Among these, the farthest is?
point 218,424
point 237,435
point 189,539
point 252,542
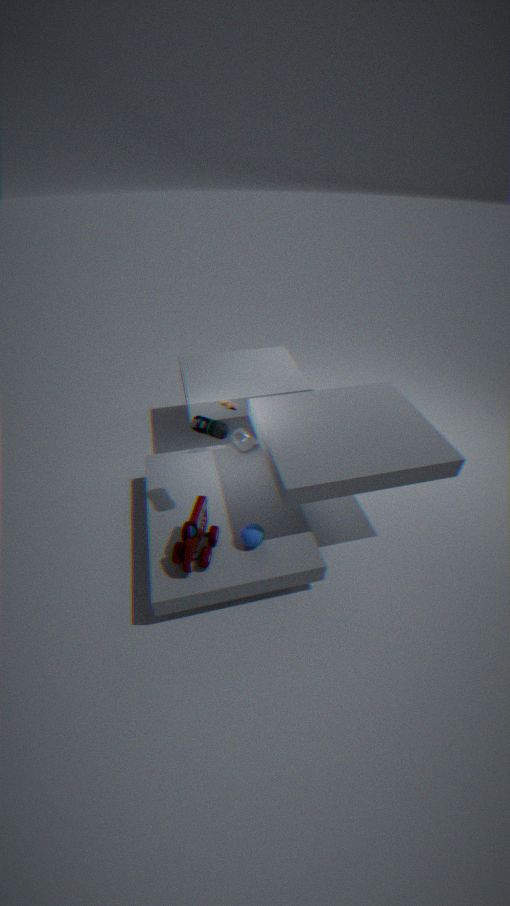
point 237,435
